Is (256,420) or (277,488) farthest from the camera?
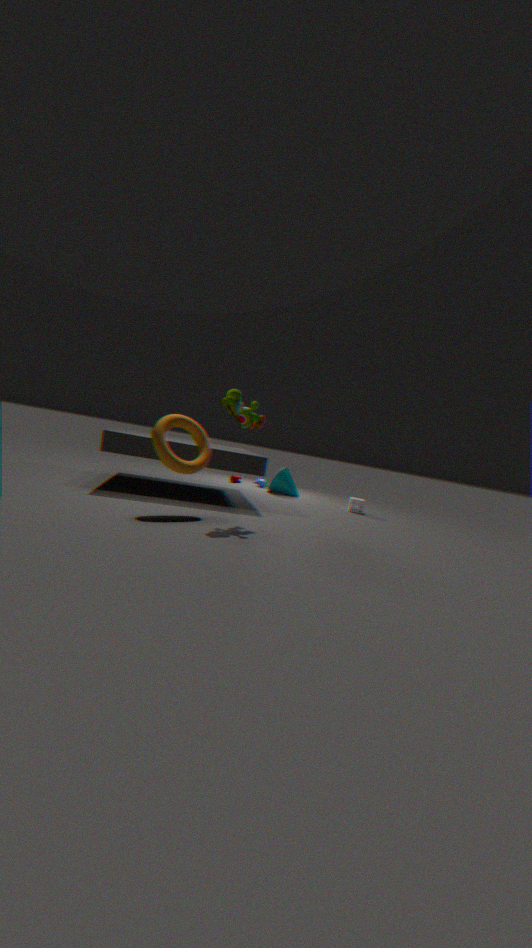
(277,488)
